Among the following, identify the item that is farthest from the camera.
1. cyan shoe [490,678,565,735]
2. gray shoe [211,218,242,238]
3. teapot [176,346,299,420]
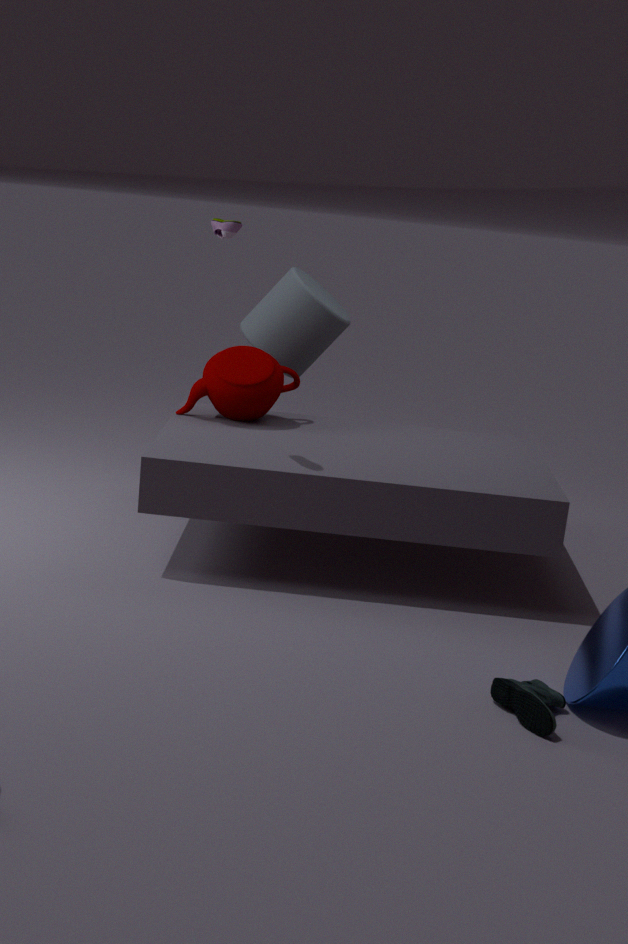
teapot [176,346,299,420]
